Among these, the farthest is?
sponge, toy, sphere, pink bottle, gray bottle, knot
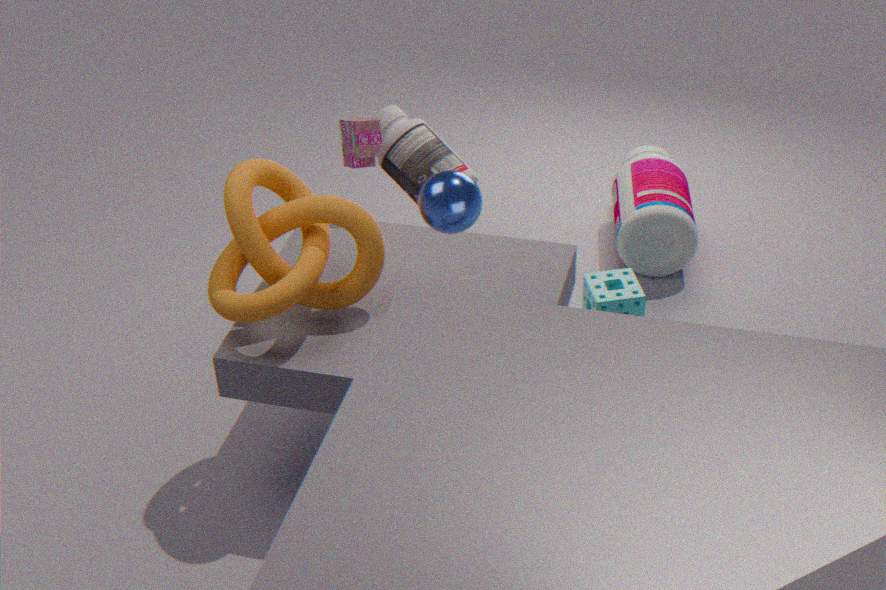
pink bottle
